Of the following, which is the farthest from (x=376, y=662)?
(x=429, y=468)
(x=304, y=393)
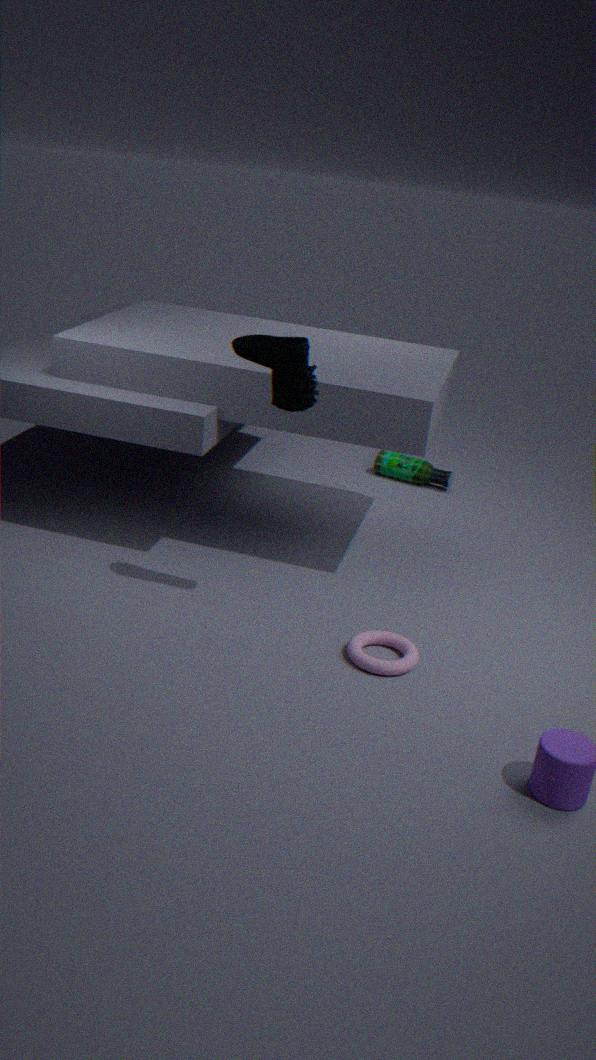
(x=429, y=468)
